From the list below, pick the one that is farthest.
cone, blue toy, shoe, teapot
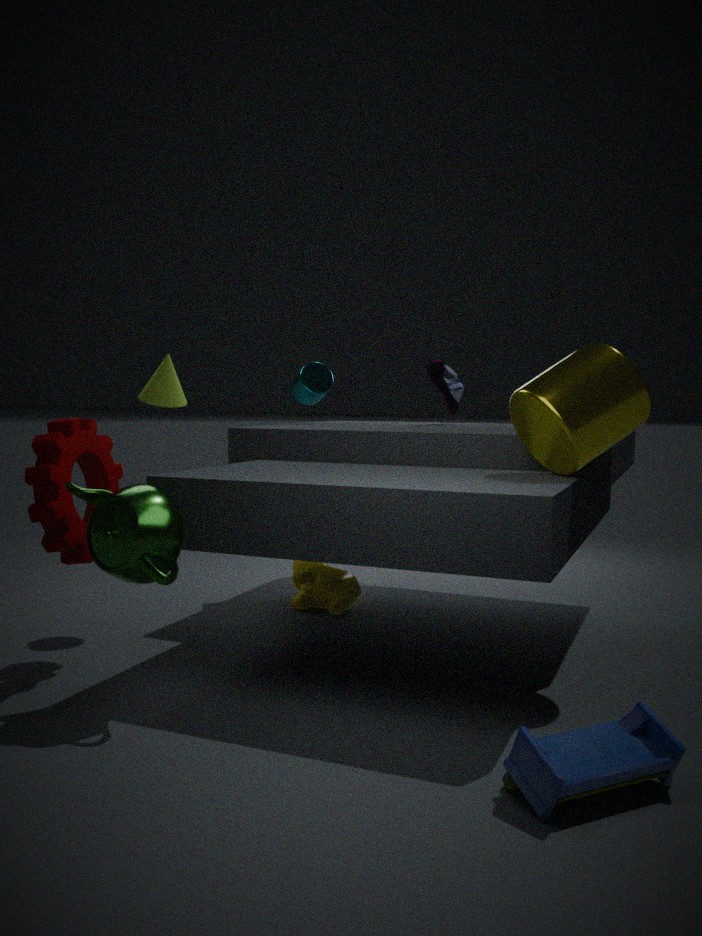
shoe
